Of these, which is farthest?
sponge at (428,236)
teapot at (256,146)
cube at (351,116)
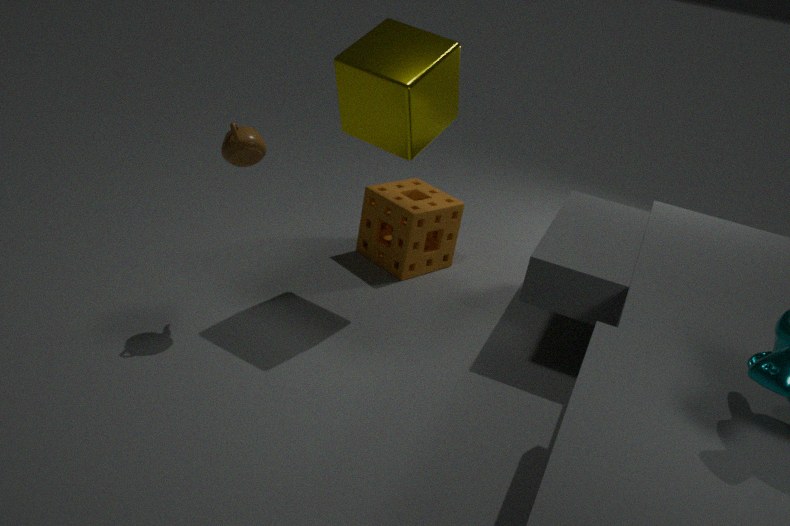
sponge at (428,236)
